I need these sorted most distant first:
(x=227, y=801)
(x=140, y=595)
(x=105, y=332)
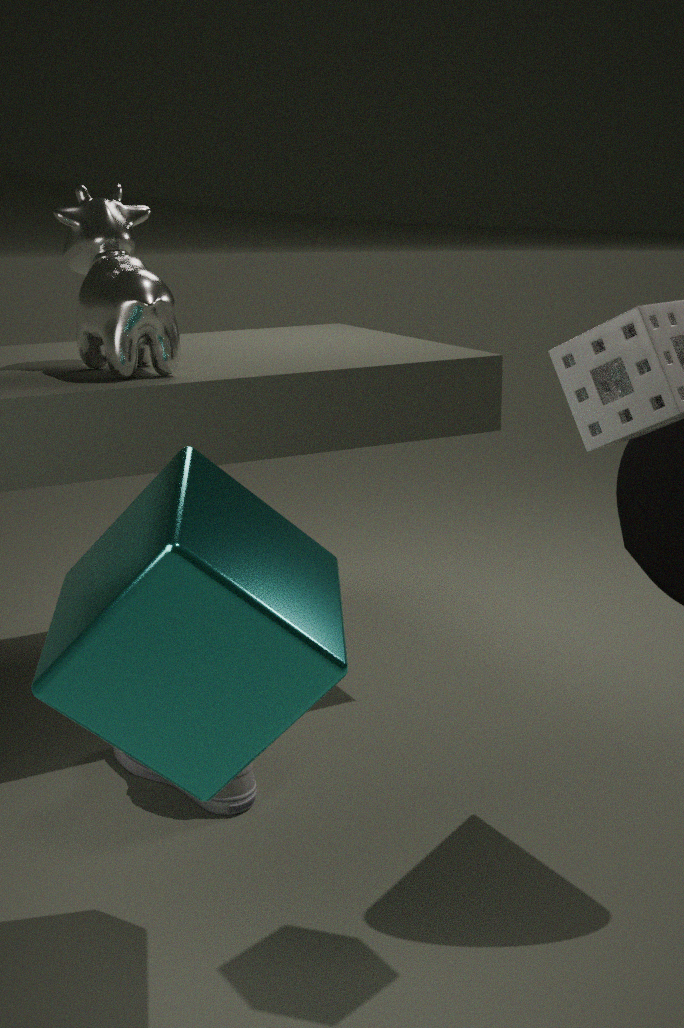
(x=105, y=332) < (x=227, y=801) < (x=140, y=595)
